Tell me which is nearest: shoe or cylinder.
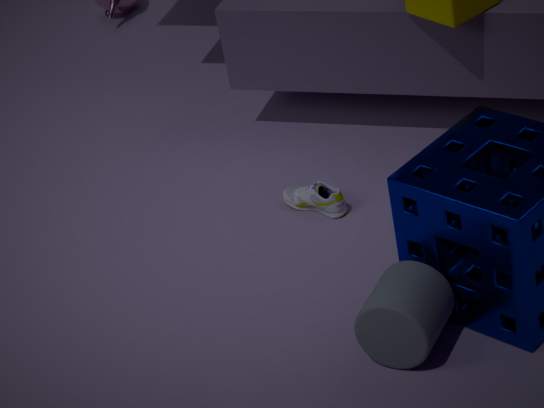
cylinder
